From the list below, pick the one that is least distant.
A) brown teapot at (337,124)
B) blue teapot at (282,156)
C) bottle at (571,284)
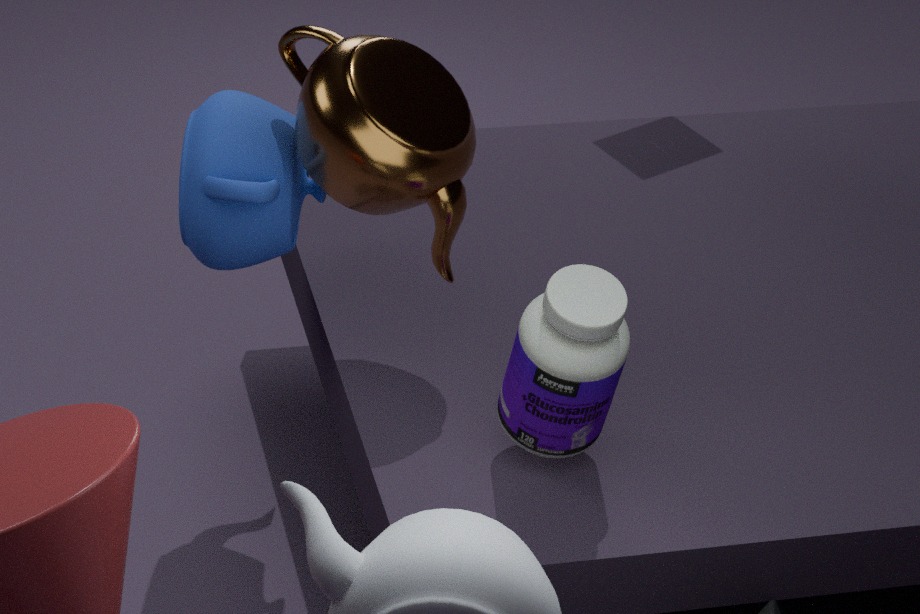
C. bottle at (571,284)
